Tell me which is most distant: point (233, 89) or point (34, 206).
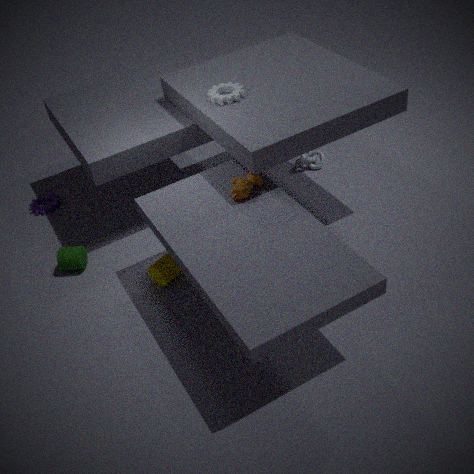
point (34, 206)
